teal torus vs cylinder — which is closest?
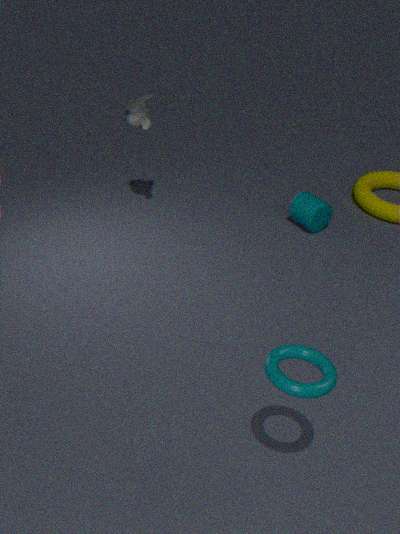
A: teal torus
